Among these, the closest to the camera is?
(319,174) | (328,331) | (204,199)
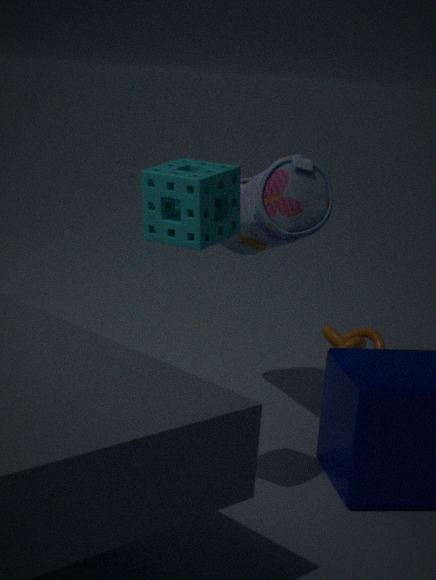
(204,199)
